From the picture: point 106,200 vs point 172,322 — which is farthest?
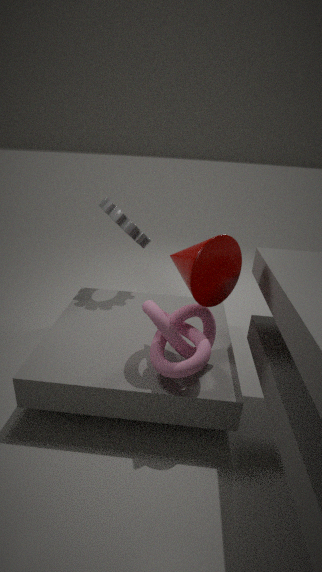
point 106,200
